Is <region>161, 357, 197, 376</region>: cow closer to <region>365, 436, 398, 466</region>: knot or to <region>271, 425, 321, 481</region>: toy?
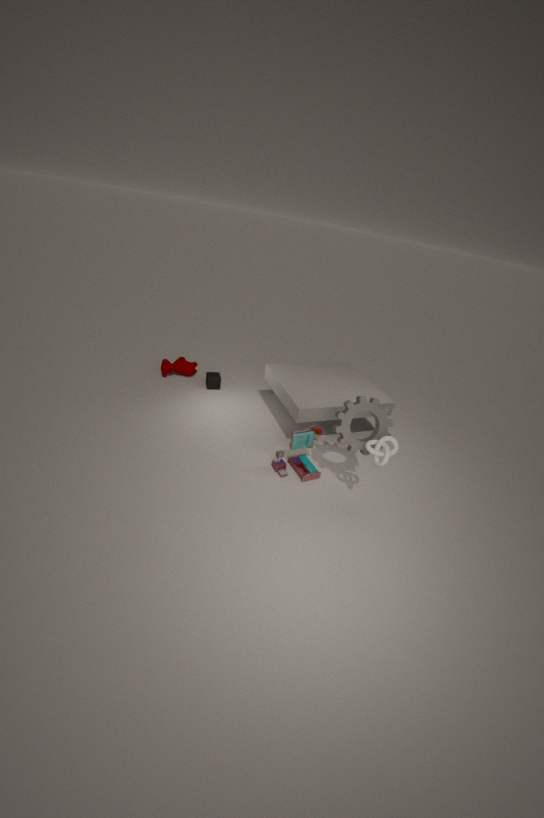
<region>271, 425, 321, 481</region>: toy
